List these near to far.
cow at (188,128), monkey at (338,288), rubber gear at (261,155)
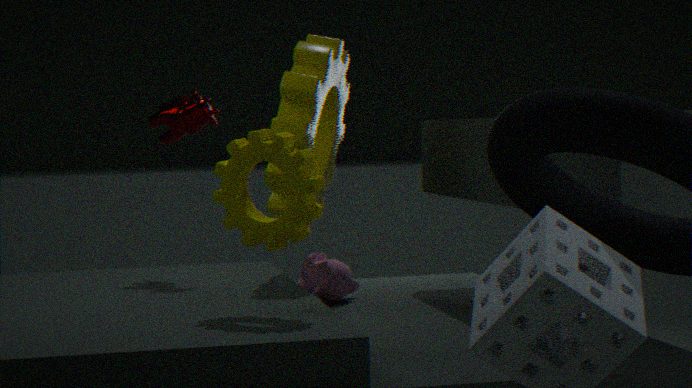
rubber gear at (261,155), cow at (188,128), monkey at (338,288)
